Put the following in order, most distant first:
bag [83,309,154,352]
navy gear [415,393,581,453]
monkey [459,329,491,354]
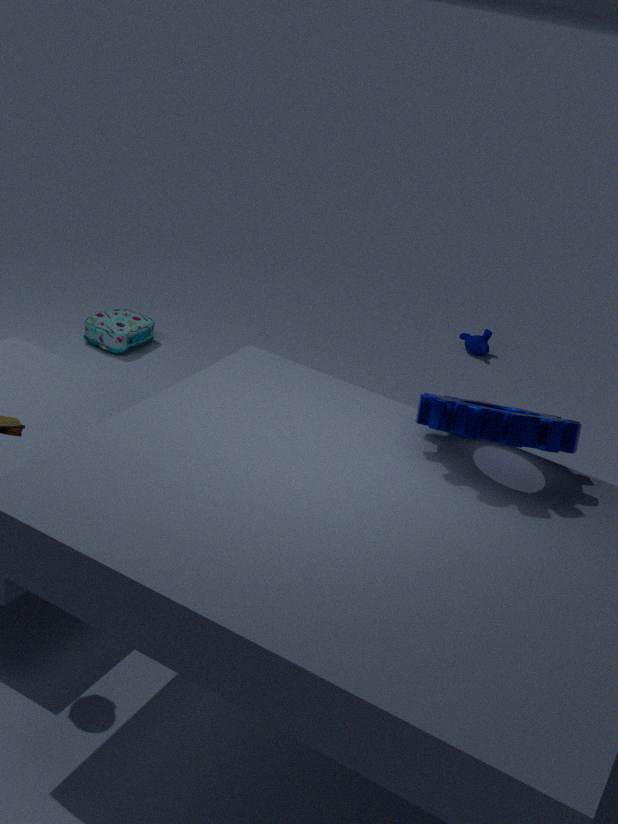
monkey [459,329,491,354] → bag [83,309,154,352] → navy gear [415,393,581,453]
